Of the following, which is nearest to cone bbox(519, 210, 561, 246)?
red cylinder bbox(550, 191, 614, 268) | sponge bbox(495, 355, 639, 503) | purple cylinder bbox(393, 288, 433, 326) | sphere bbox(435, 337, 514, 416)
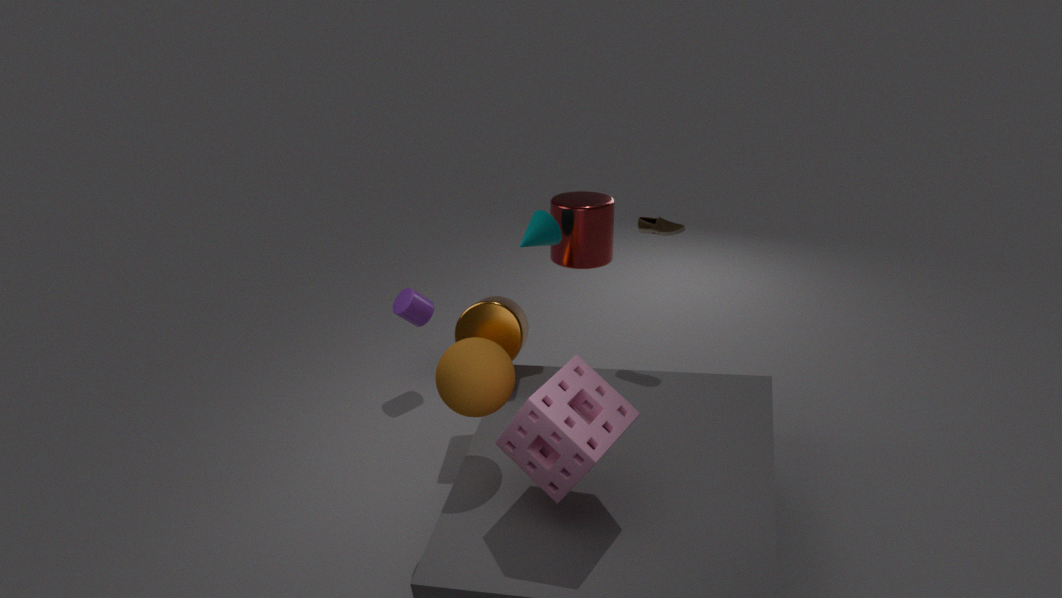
red cylinder bbox(550, 191, 614, 268)
